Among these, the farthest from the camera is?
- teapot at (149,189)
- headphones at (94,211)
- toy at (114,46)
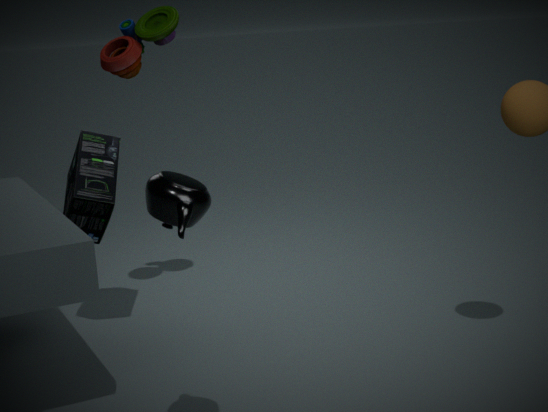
toy at (114,46)
